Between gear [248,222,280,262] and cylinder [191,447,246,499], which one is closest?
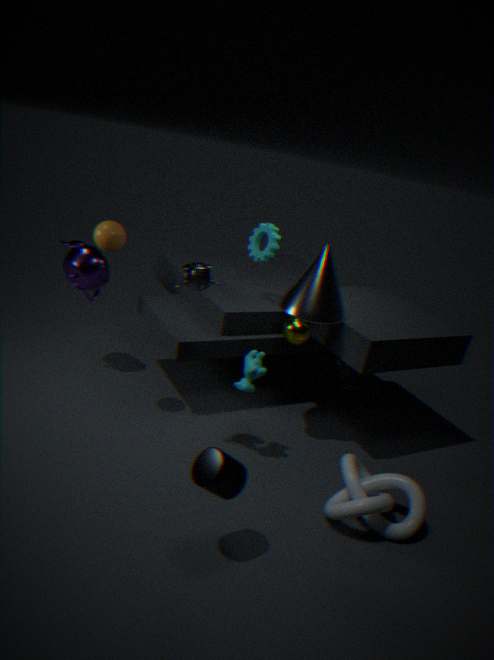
cylinder [191,447,246,499]
